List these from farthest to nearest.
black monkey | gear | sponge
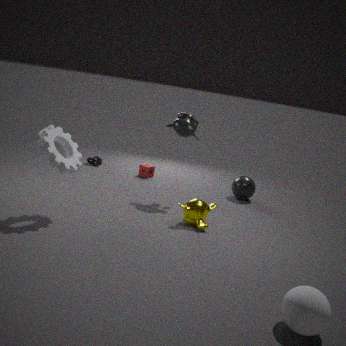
sponge < black monkey < gear
